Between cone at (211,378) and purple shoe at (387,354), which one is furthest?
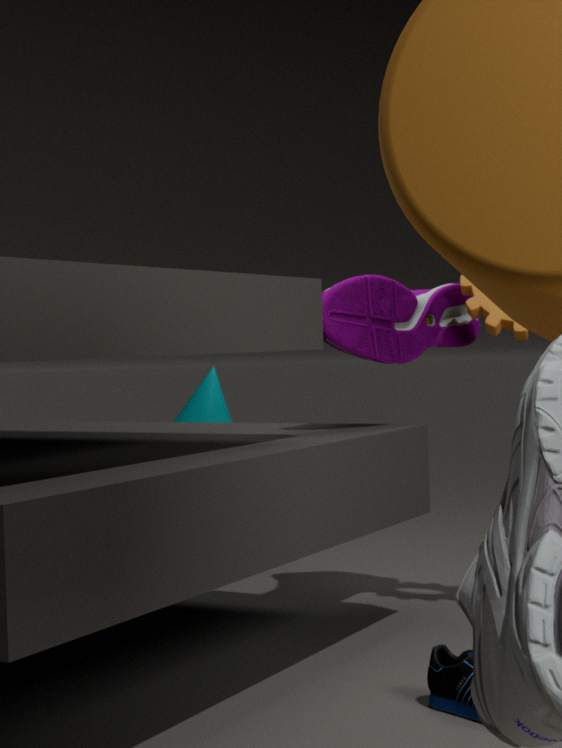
cone at (211,378)
